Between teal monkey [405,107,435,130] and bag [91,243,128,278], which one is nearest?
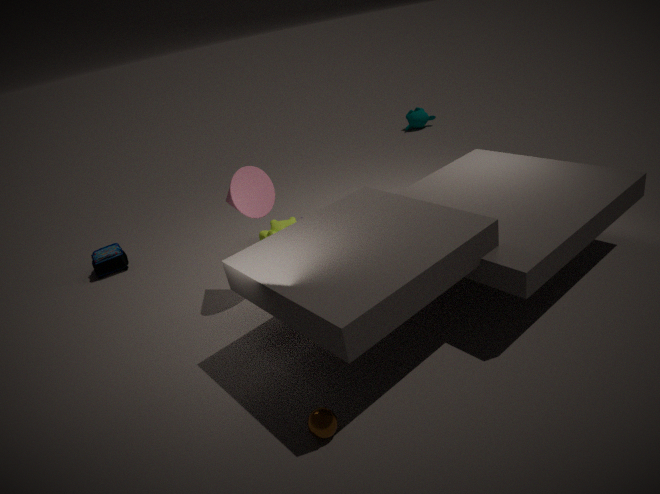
bag [91,243,128,278]
